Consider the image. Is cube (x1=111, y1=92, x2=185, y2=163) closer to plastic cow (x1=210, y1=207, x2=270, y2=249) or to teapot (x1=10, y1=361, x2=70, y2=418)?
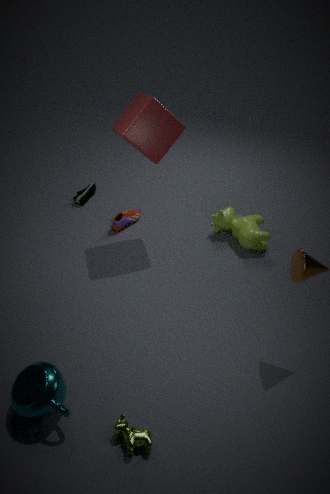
plastic cow (x1=210, y1=207, x2=270, y2=249)
